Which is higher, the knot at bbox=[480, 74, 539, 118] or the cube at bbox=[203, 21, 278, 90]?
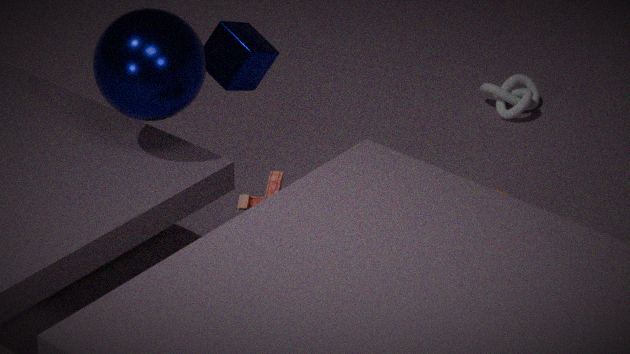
the cube at bbox=[203, 21, 278, 90]
